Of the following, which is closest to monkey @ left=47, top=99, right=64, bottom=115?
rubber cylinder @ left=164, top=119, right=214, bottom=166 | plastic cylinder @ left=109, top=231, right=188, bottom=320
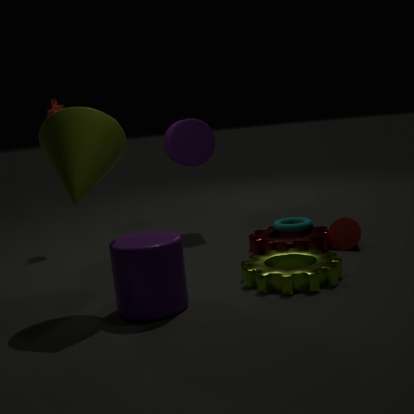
rubber cylinder @ left=164, top=119, right=214, bottom=166
